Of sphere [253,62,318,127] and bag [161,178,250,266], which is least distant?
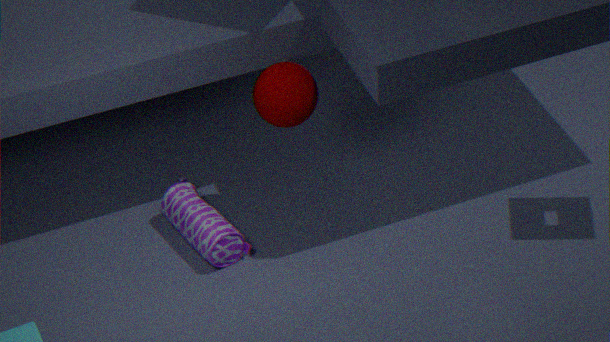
sphere [253,62,318,127]
